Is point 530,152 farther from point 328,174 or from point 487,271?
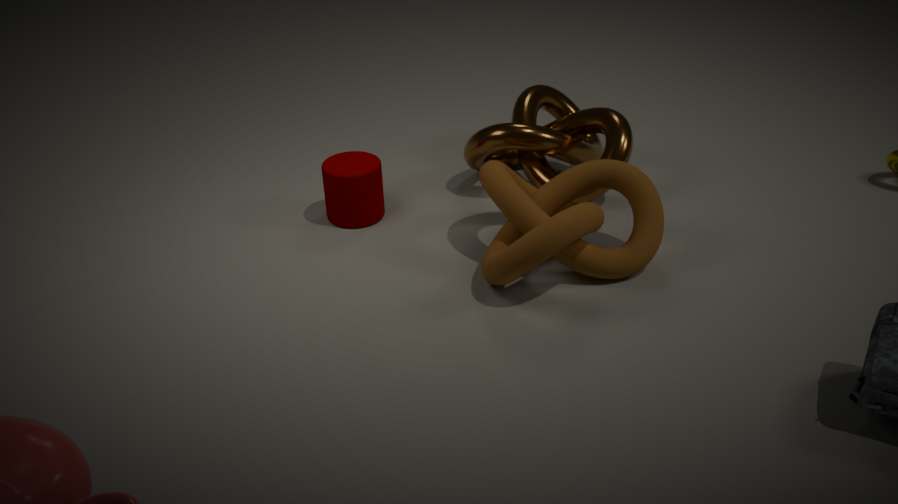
point 328,174
